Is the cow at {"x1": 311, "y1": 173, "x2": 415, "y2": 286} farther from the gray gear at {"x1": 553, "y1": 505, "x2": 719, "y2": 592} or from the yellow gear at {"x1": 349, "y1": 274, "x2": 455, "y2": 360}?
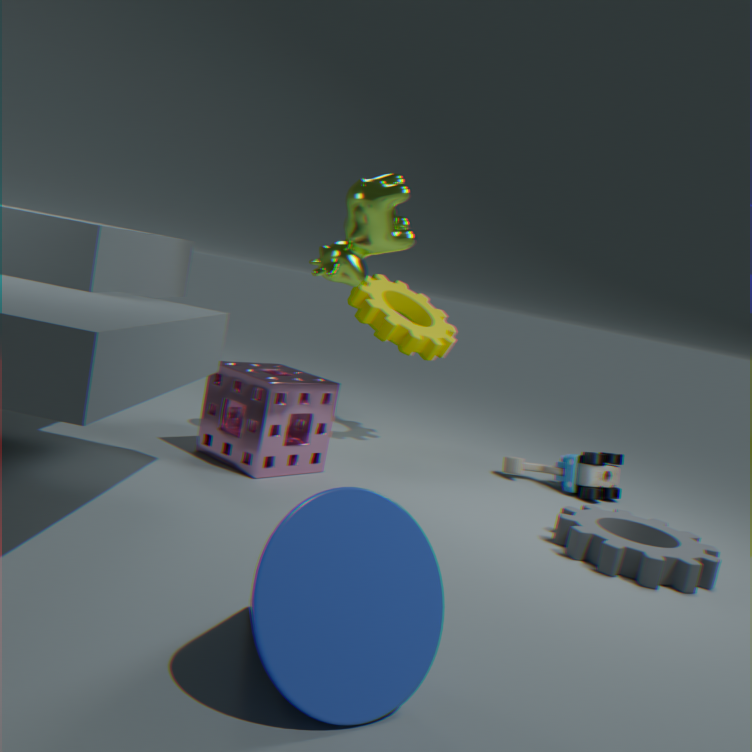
the gray gear at {"x1": 553, "y1": 505, "x2": 719, "y2": 592}
